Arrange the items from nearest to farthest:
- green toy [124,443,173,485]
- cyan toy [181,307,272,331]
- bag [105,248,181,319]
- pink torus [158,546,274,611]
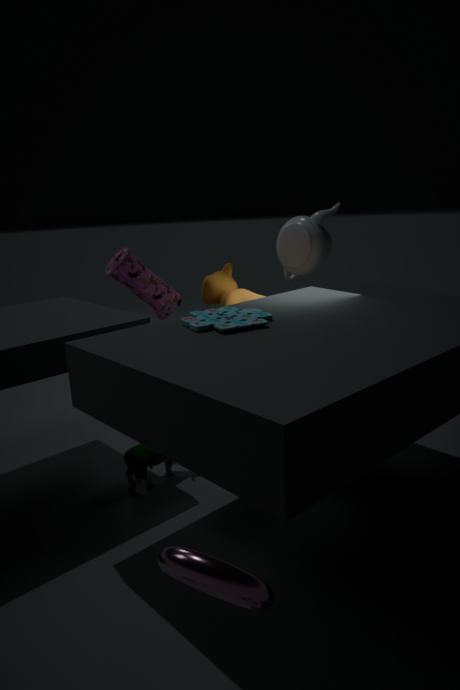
pink torus [158,546,274,611] → cyan toy [181,307,272,331] → green toy [124,443,173,485] → bag [105,248,181,319]
